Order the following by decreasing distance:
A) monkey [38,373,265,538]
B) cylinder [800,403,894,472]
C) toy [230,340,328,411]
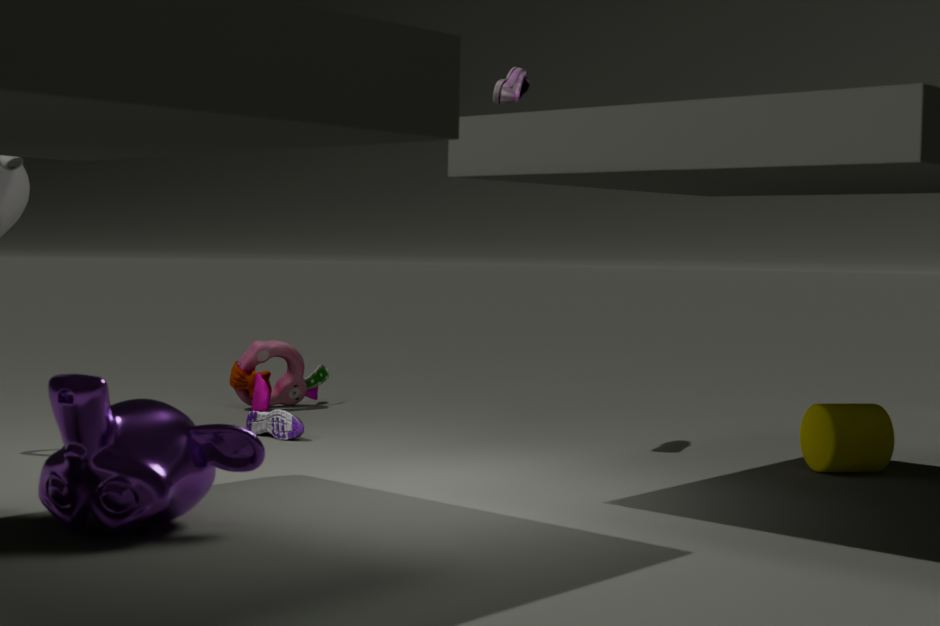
toy [230,340,328,411] < cylinder [800,403,894,472] < monkey [38,373,265,538]
